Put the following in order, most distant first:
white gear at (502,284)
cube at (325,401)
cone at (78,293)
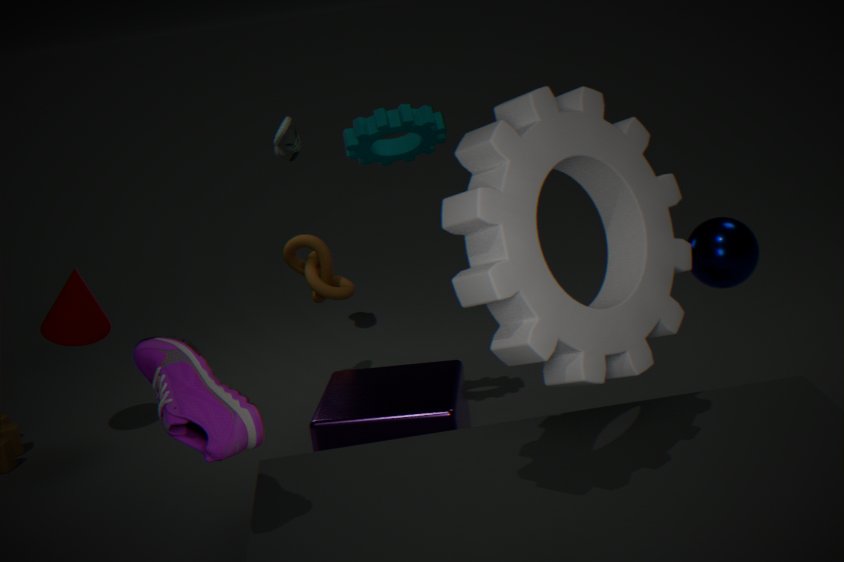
cone at (78,293) → cube at (325,401) → white gear at (502,284)
